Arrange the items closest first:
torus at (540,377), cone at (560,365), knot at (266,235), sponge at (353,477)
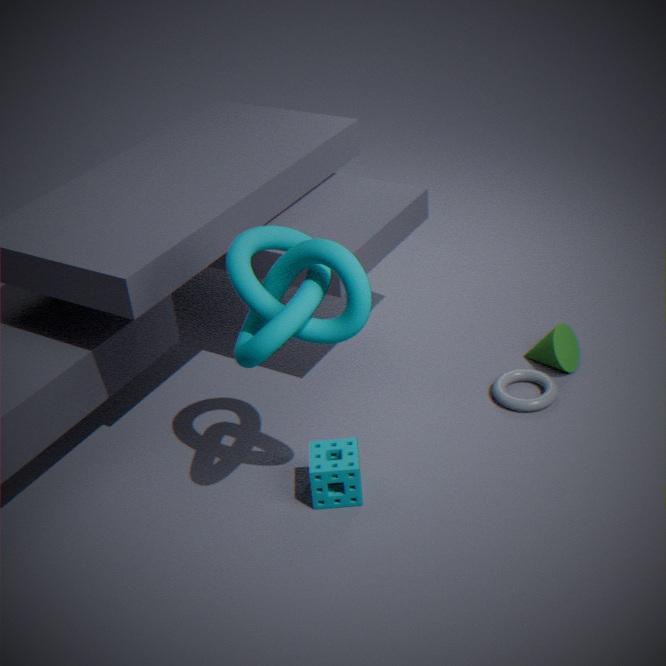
1. knot at (266,235)
2. sponge at (353,477)
3. torus at (540,377)
4. cone at (560,365)
